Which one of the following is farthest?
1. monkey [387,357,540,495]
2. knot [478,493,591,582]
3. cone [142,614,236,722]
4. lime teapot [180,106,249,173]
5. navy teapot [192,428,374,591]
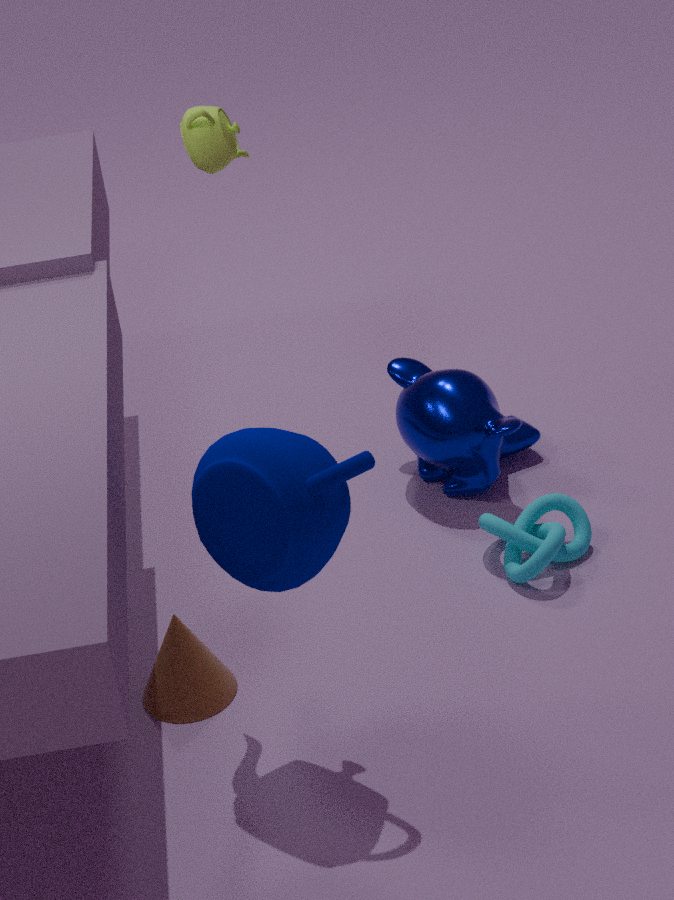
monkey [387,357,540,495]
